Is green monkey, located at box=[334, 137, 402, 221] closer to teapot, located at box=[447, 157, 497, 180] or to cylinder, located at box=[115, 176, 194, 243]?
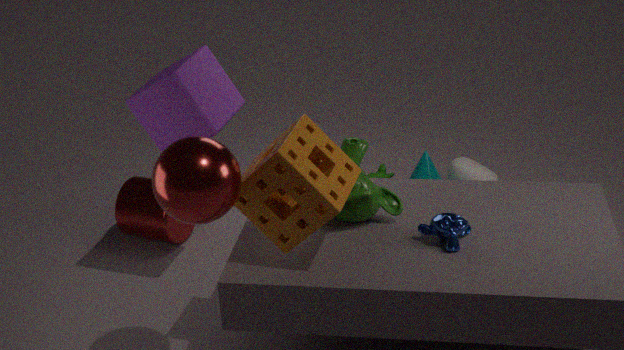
cylinder, located at box=[115, 176, 194, 243]
